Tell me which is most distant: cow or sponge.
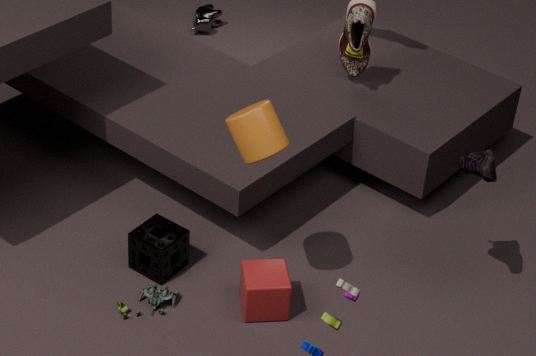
cow
